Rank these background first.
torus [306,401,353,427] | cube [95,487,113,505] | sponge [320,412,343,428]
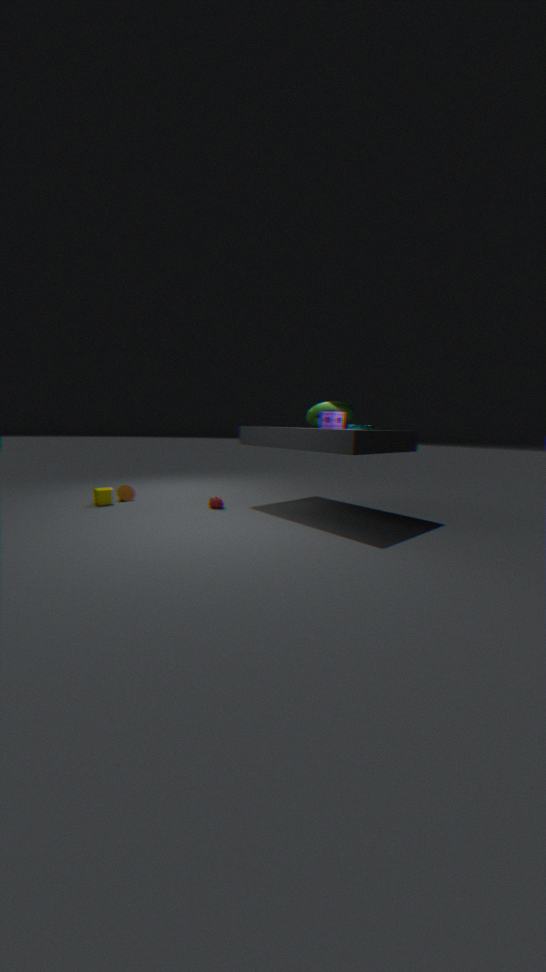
cube [95,487,113,505] < torus [306,401,353,427] < sponge [320,412,343,428]
